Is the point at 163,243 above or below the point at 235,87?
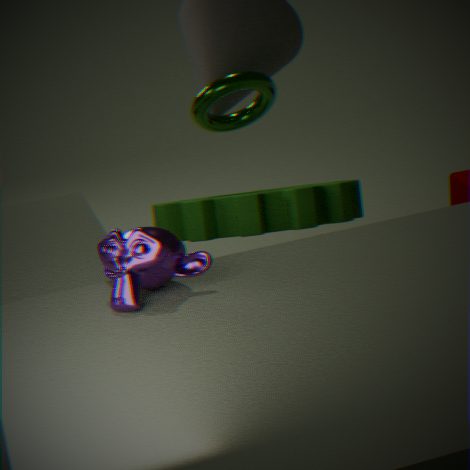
below
